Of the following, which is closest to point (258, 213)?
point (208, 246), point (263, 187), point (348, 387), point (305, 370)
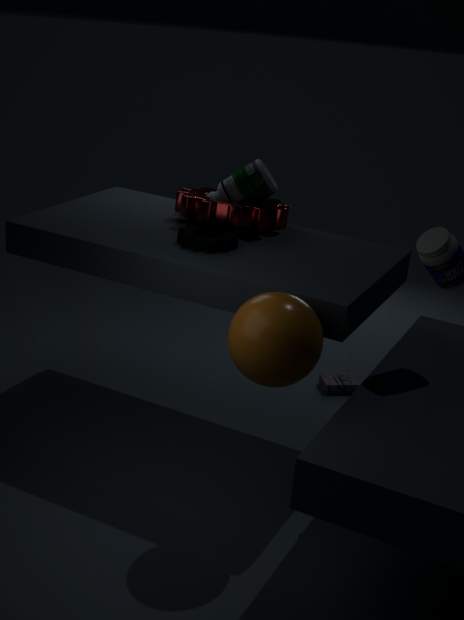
point (263, 187)
